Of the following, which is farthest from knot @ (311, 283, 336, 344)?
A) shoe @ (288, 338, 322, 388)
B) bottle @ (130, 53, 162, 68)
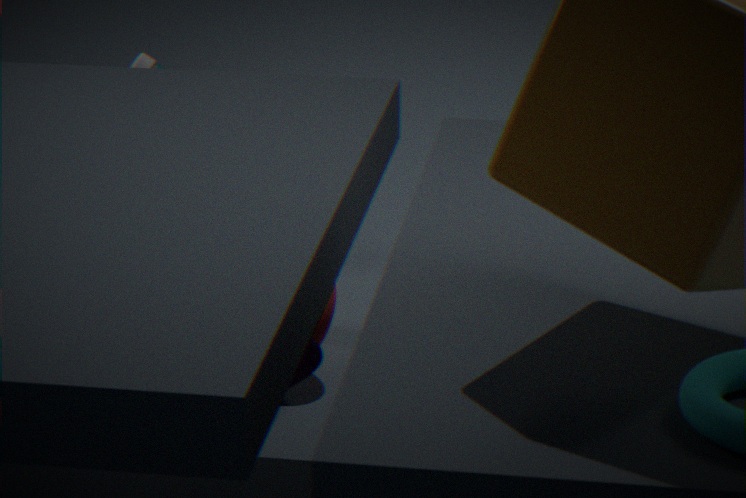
shoe @ (288, 338, 322, 388)
